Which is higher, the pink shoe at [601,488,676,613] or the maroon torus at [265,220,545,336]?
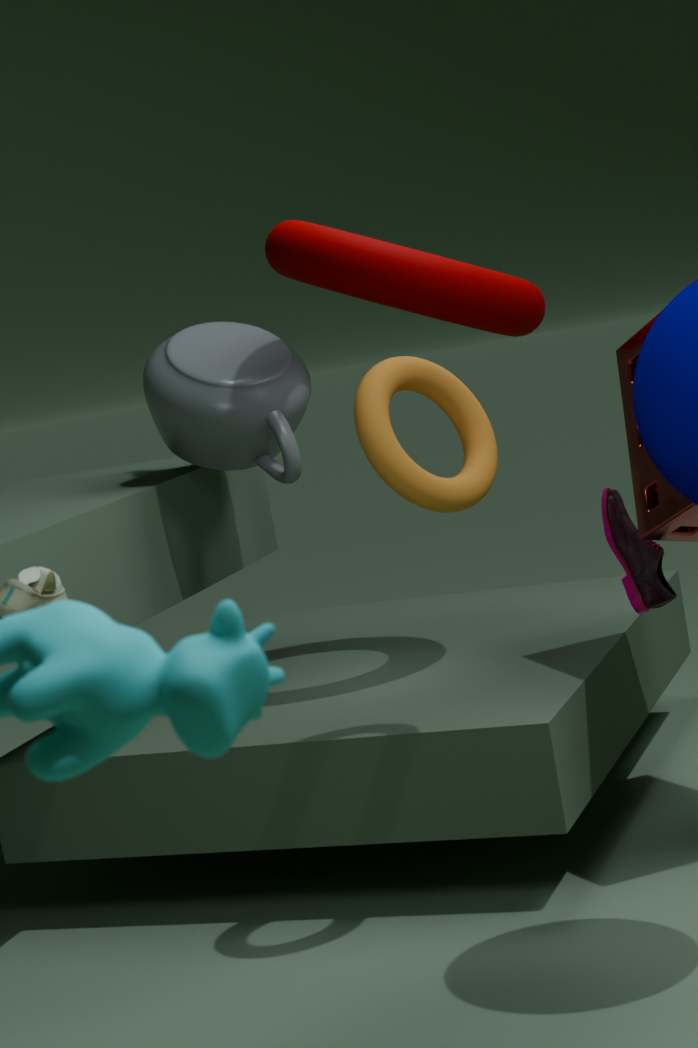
the maroon torus at [265,220,545,336]
